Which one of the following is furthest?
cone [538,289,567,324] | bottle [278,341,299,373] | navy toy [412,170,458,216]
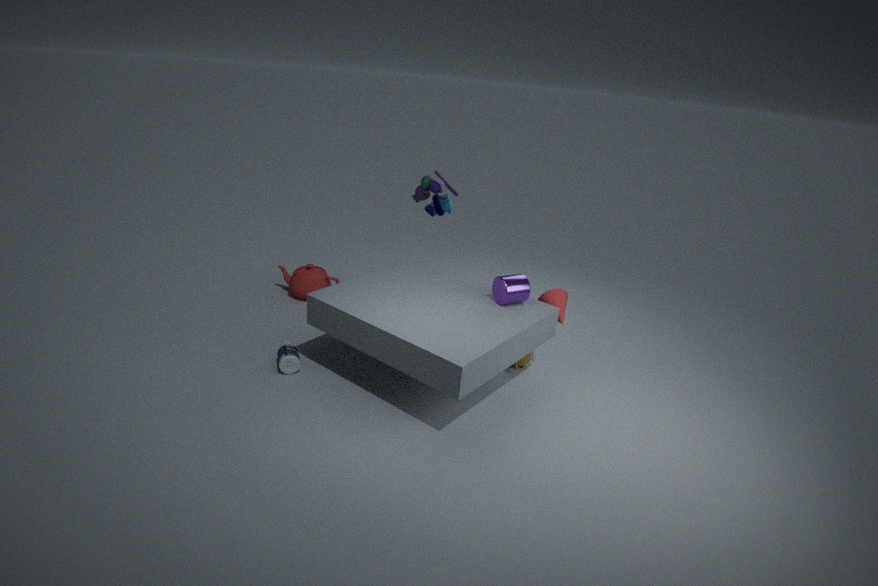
navy toy [412,170,458,216]
